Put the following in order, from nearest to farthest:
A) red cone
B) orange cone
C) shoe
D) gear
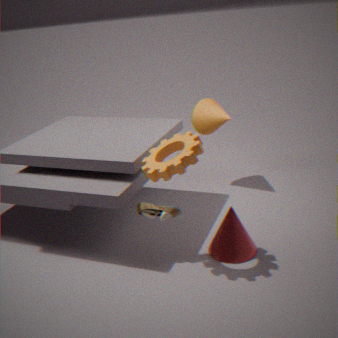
gear → red cone → shoe → orange cone
